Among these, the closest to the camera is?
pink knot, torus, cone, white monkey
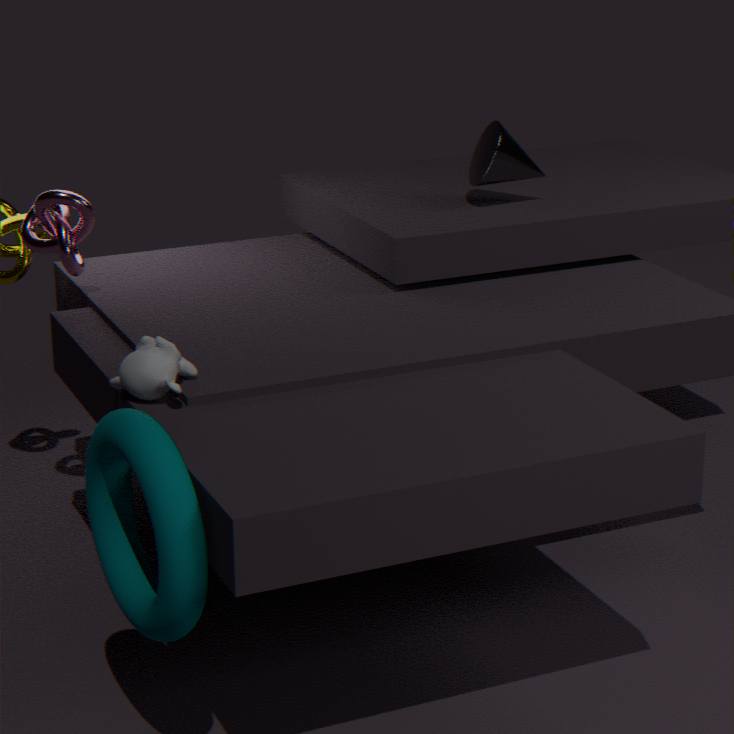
torus
